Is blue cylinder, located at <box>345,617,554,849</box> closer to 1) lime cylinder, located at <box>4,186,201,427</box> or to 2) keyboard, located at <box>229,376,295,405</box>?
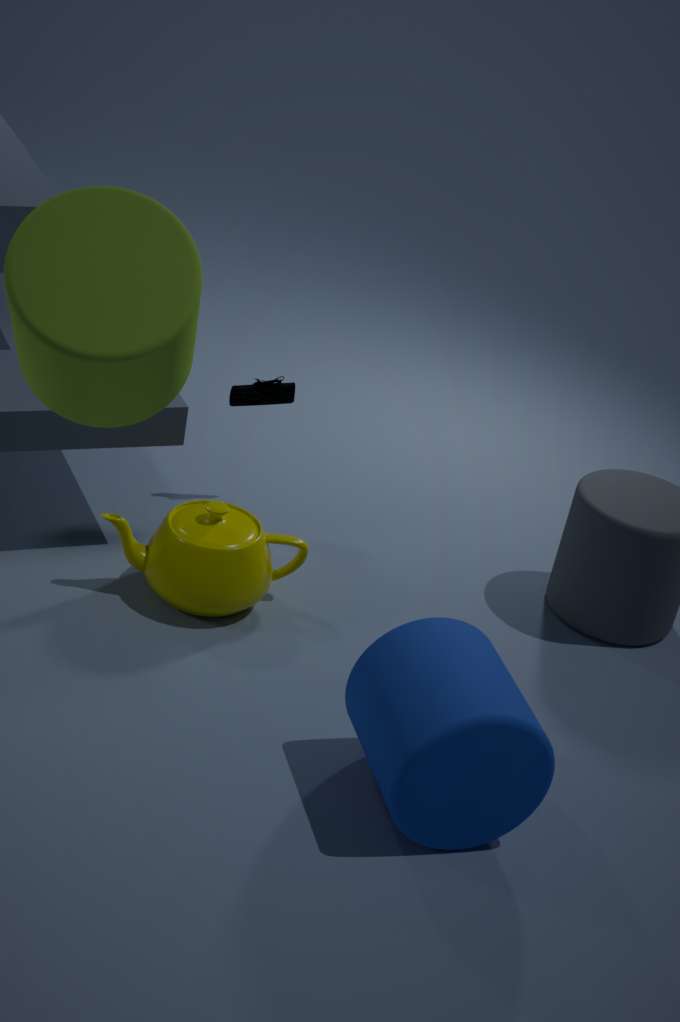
1) lime cylinder, located at <box>4,186,201,427</box>
